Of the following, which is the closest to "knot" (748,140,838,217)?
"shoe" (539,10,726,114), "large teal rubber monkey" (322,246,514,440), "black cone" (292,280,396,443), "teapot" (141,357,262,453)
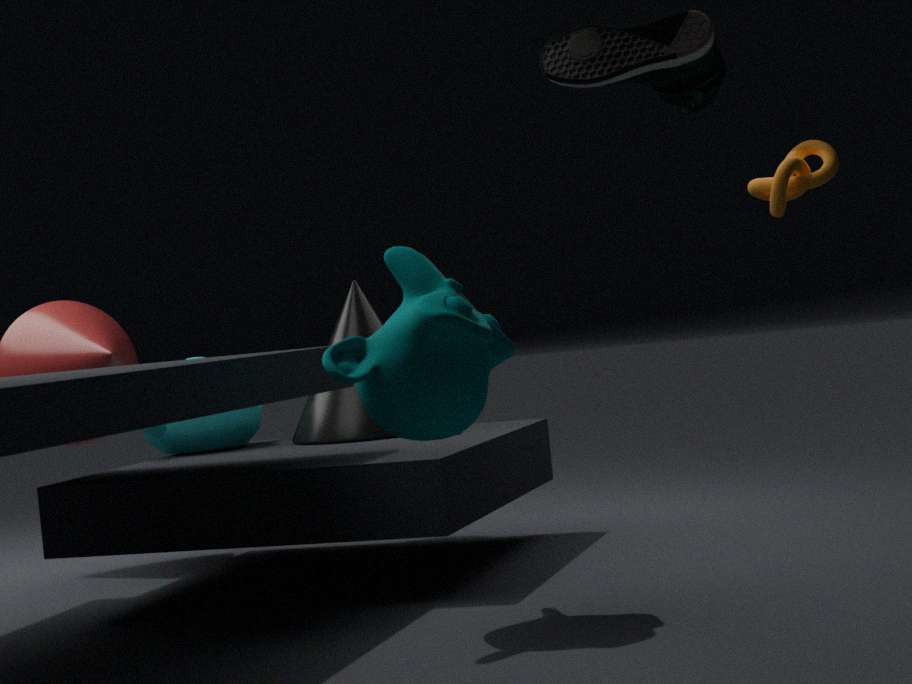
"black cone" (292,280,396,443)
